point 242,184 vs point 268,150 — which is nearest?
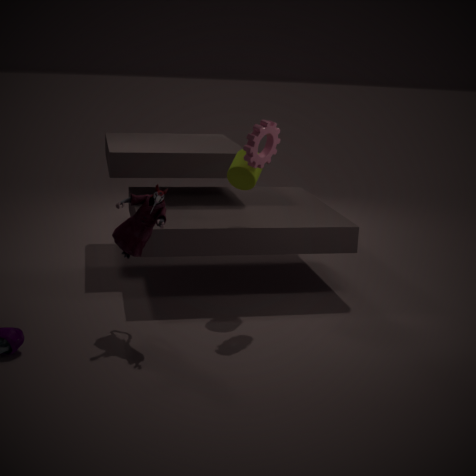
point 268,150
